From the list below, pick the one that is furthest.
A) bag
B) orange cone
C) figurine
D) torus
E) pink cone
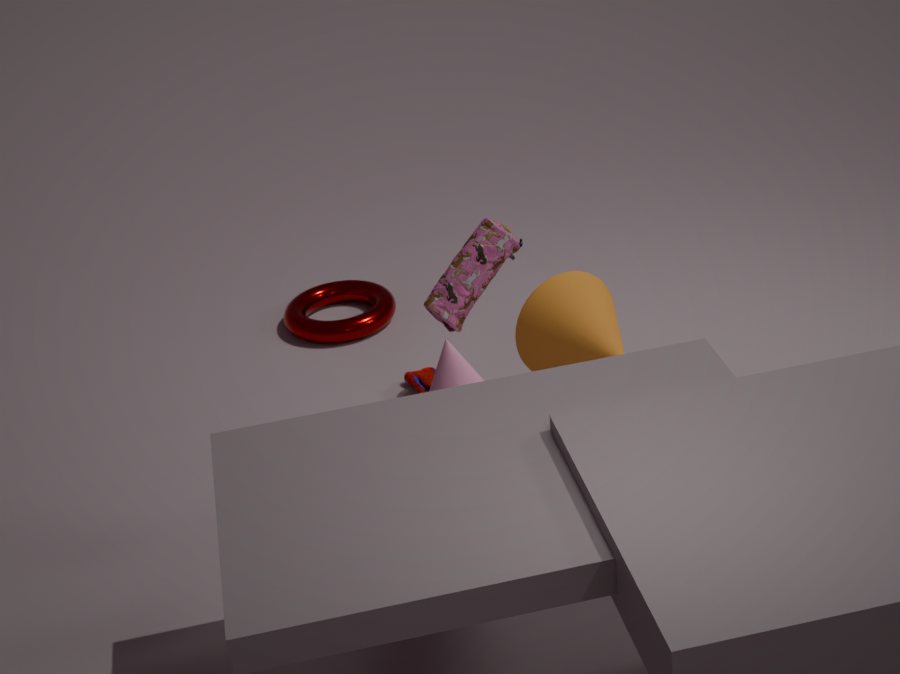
torus
